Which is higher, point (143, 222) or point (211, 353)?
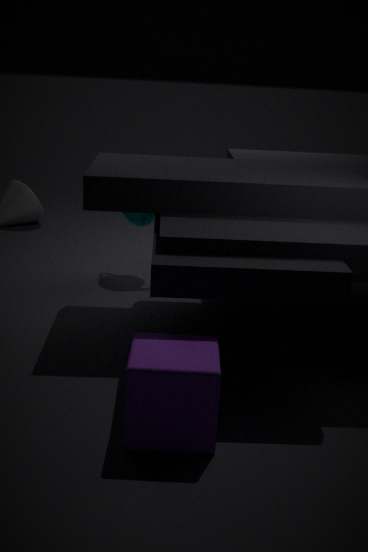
point (143, 222)
